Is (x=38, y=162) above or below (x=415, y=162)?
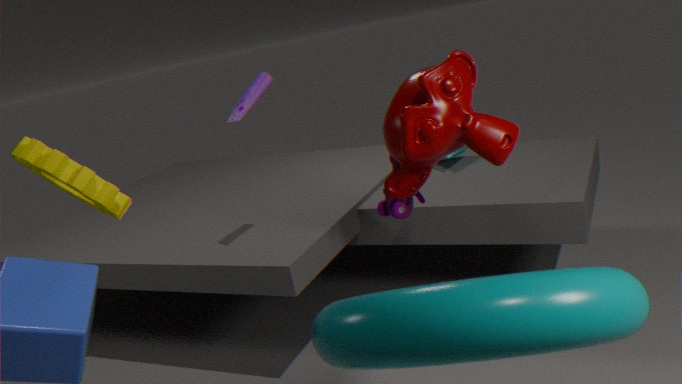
above
